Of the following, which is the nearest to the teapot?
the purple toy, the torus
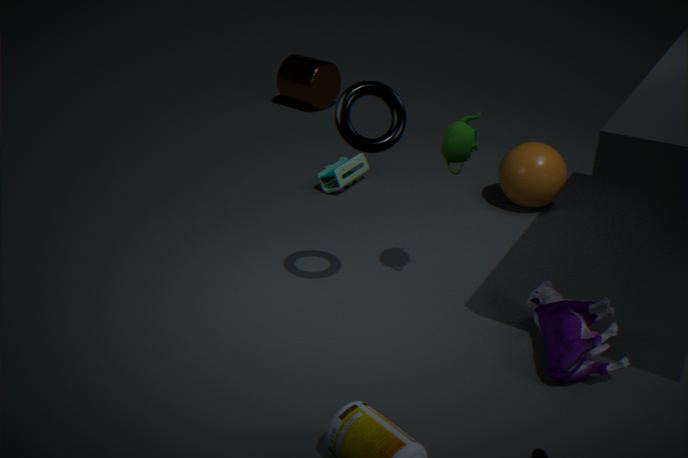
the torus
